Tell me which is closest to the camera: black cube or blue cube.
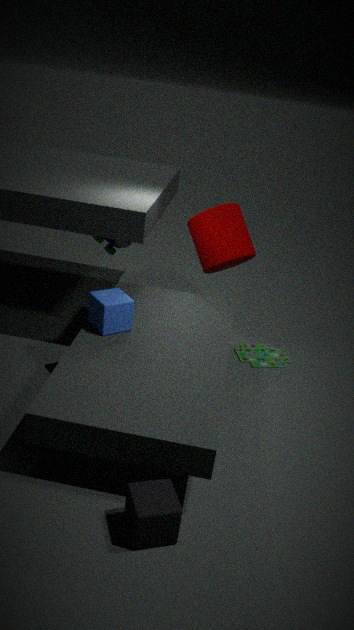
black cube
